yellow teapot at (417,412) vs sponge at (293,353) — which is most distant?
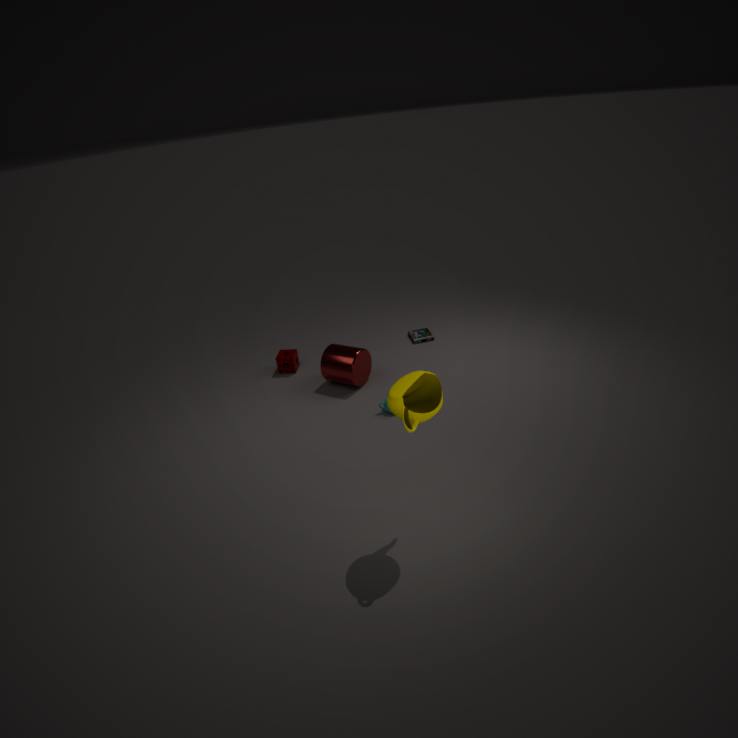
sponge at (293,353)
